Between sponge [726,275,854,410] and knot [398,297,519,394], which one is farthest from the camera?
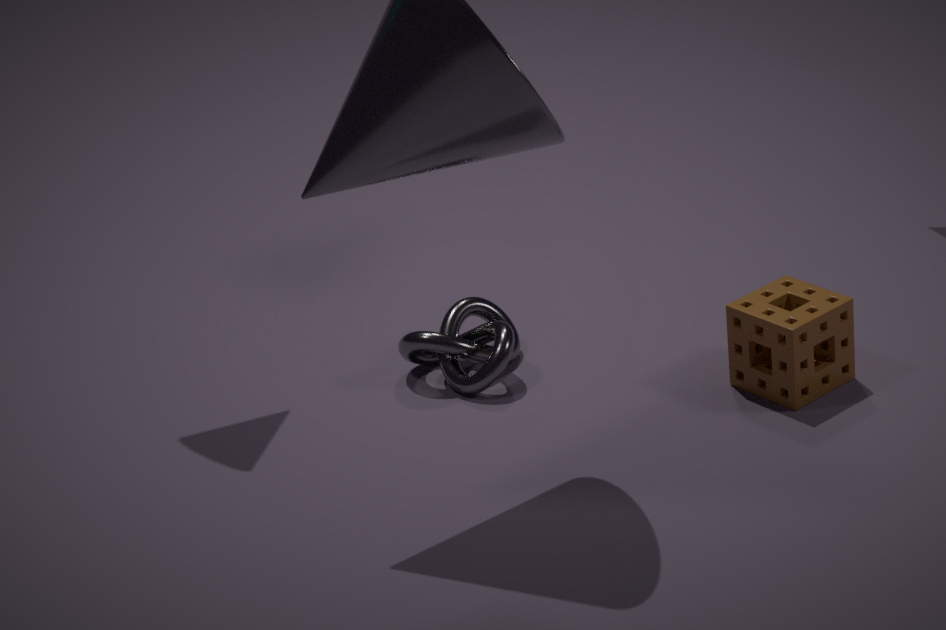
knot [398,297,519,394]
